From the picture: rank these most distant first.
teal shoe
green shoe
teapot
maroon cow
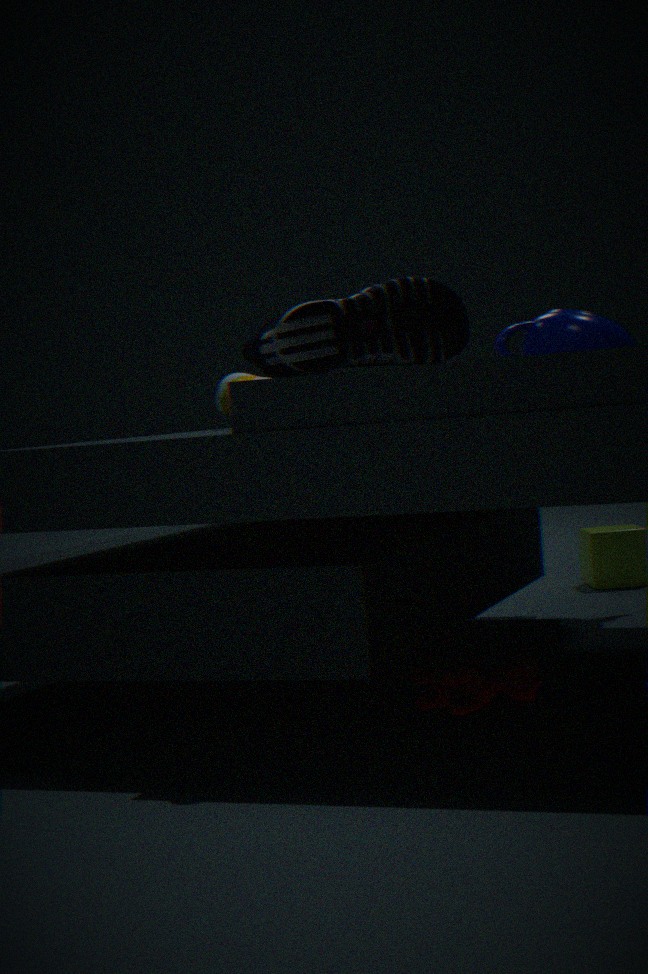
Result: teapot → green shoe → maroon cow → teal shoe
